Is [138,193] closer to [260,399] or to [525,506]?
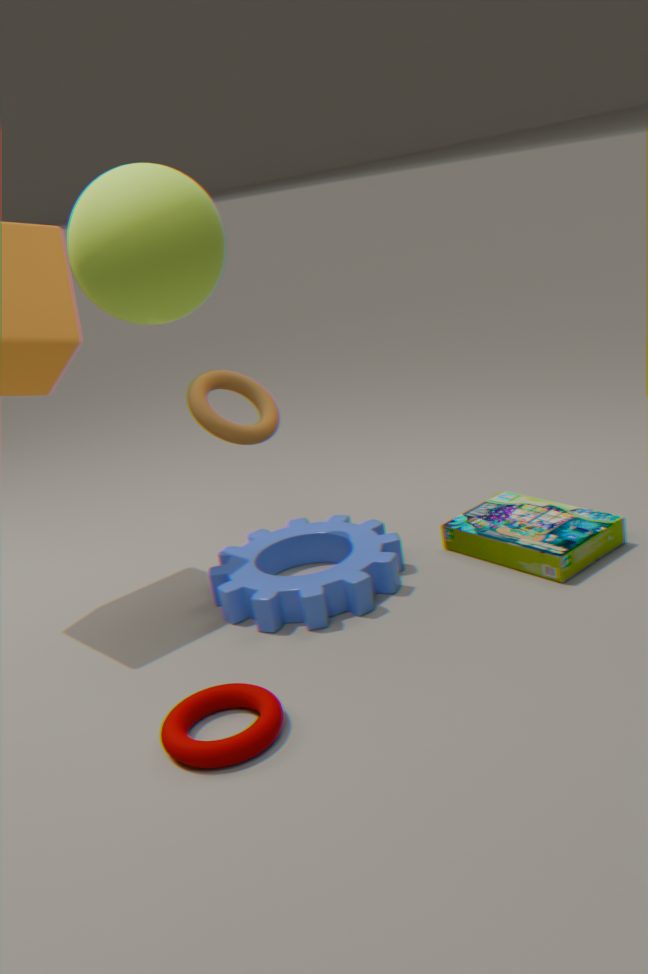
[260,399]
